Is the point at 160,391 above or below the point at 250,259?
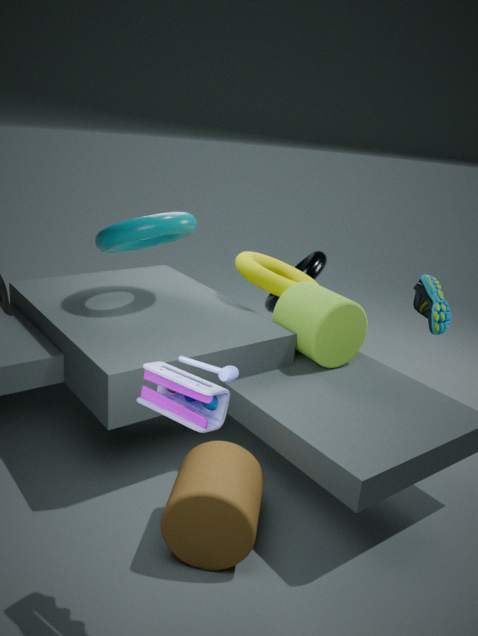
above
